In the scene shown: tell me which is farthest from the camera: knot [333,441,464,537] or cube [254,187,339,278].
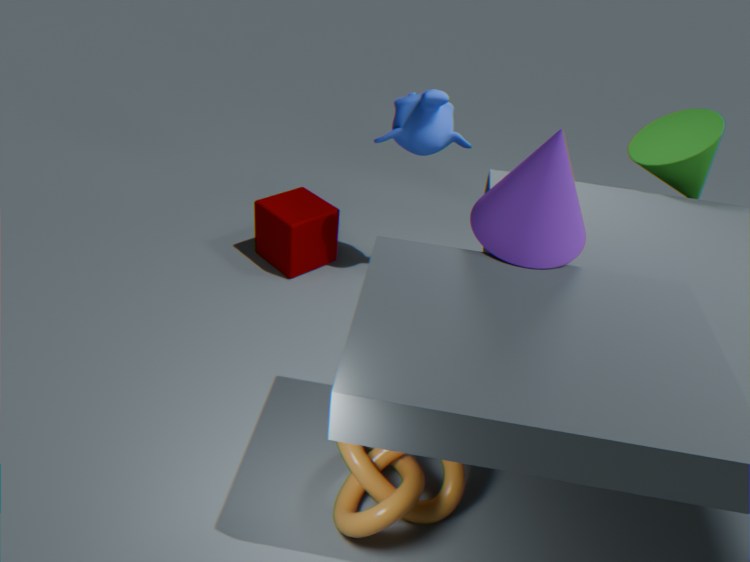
cube [254,187,339,278]
